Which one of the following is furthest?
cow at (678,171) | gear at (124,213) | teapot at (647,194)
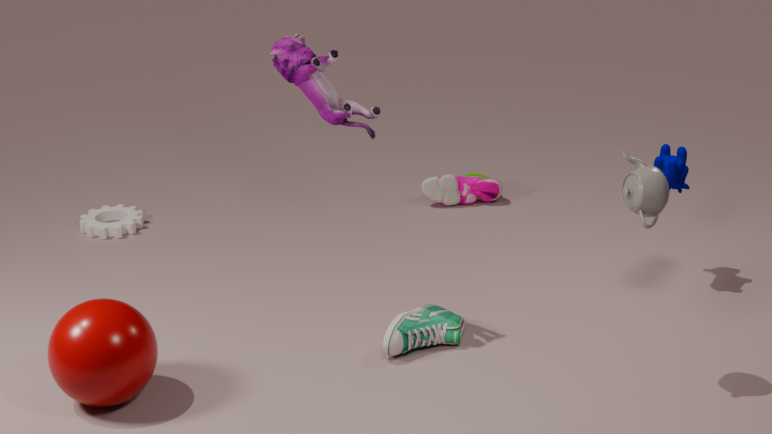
gear at (124,213)
